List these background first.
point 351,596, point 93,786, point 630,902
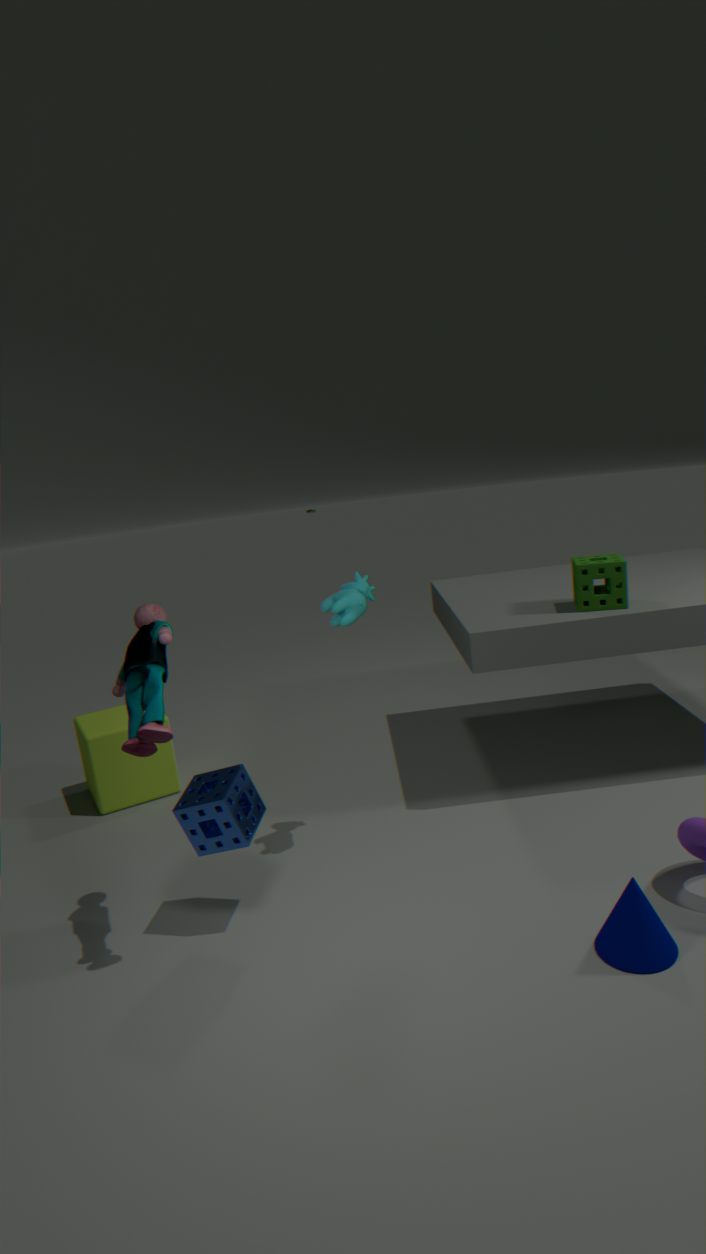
point 93,786 → point 351,596 → point 630,902
